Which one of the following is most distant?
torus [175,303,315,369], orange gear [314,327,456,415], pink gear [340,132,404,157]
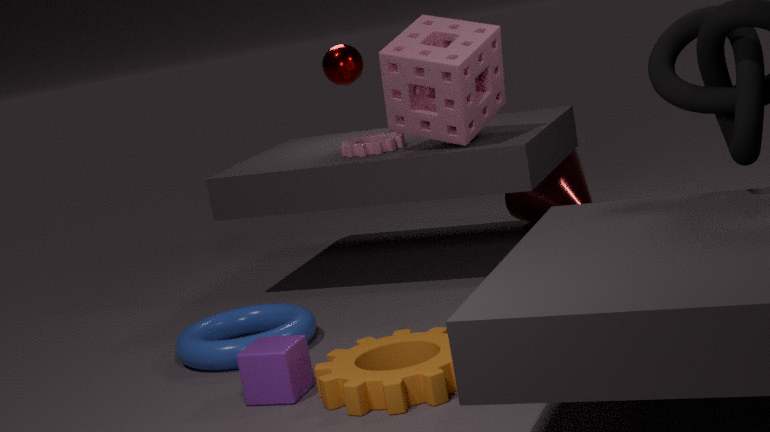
pink gear [340,132,404,157]
